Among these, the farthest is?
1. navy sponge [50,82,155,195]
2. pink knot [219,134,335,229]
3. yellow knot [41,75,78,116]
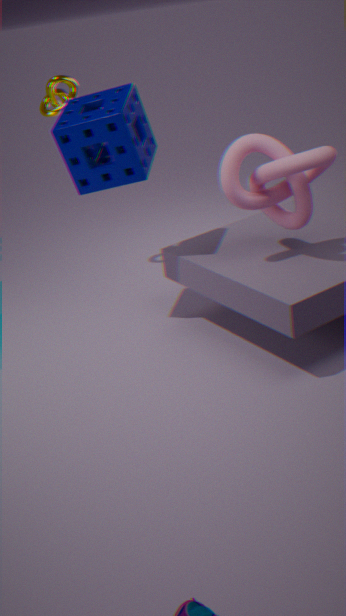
yellow knot [41,75,78,116]
